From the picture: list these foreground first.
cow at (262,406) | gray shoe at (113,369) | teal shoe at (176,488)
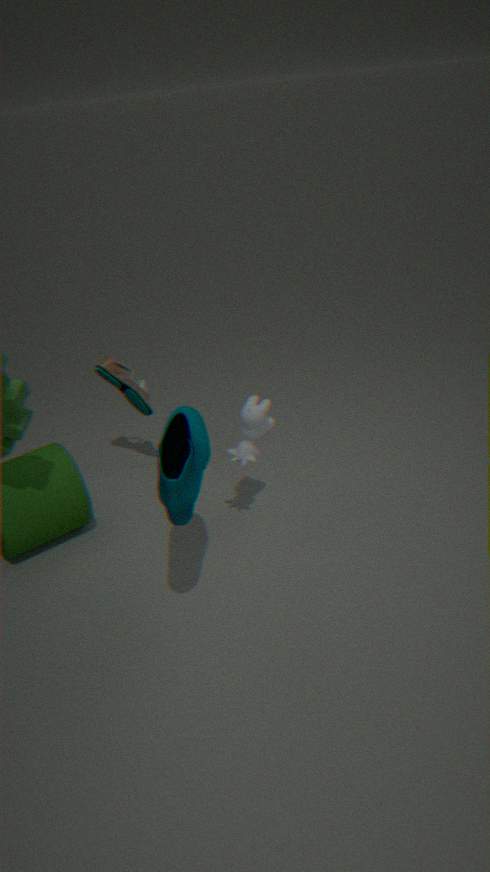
teal shoe at (176,488) < cow at (262,406) < gray shoe at (113,369)
